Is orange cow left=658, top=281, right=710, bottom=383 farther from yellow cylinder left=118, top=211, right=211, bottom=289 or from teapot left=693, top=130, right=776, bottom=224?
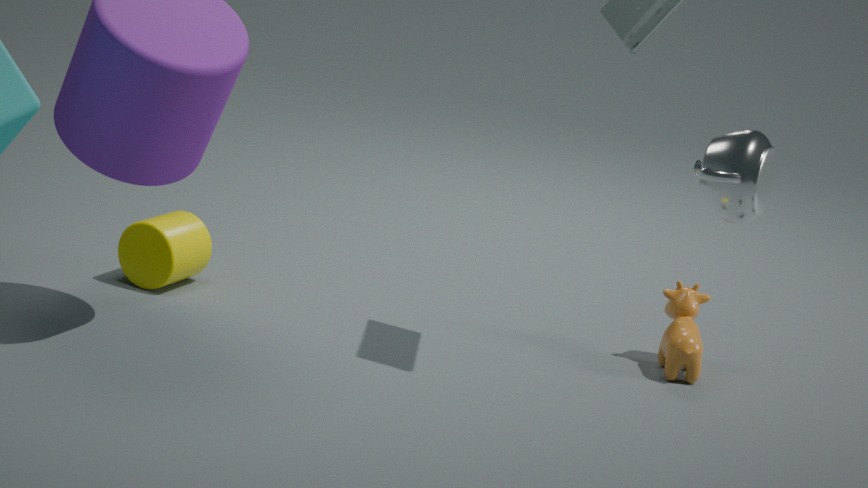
yellow cylinder left=118, top=211, right=211, bottom=289
